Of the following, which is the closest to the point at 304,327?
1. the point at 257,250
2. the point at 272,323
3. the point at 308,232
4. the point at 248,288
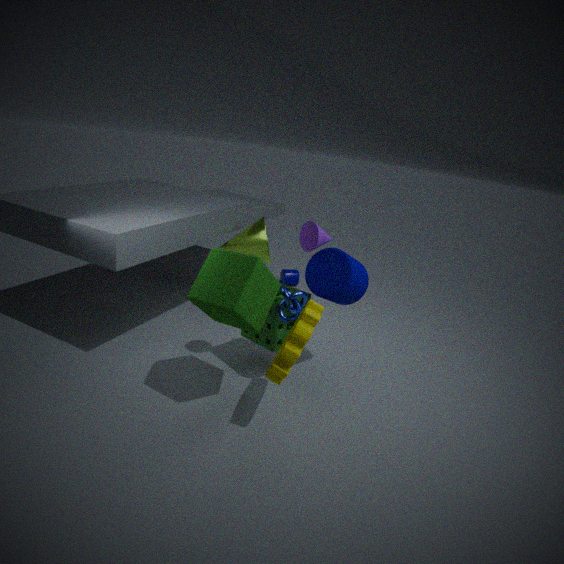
the point at 248,288
